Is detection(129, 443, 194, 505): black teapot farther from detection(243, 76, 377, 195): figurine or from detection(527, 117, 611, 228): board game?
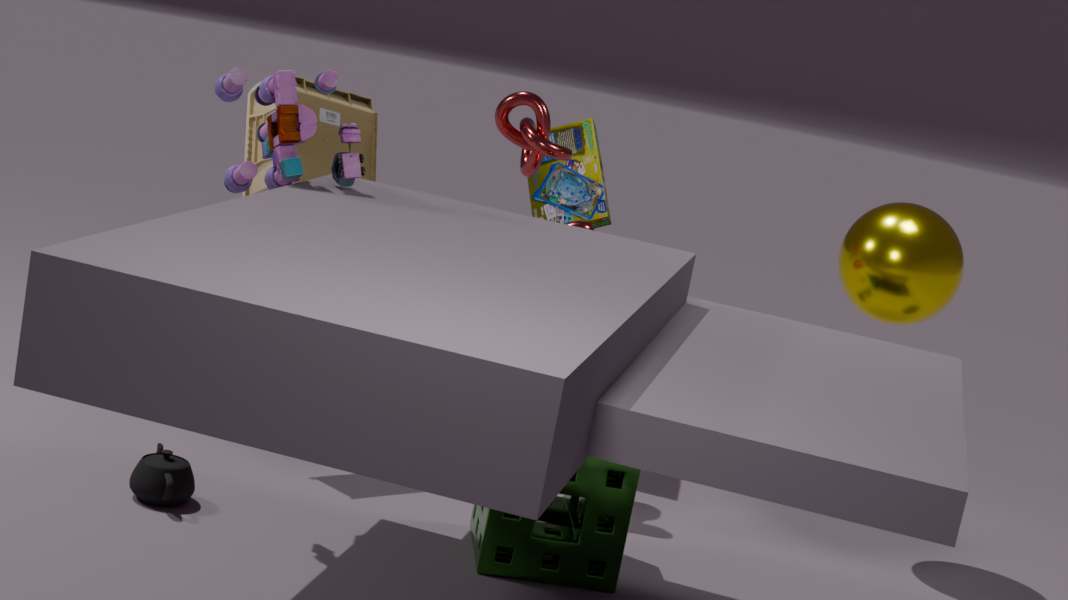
detection(527, 117, 611, 228): board game
